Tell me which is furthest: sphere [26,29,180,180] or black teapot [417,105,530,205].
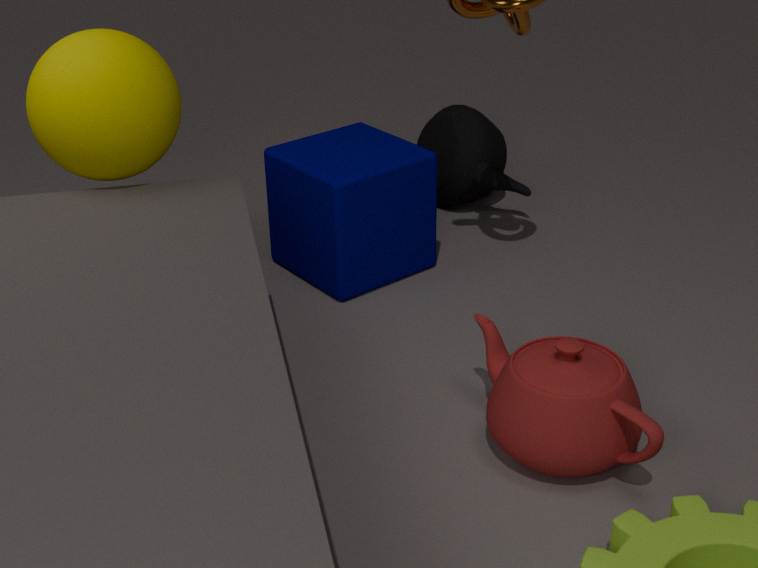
black teapot [417,105,530,205]
